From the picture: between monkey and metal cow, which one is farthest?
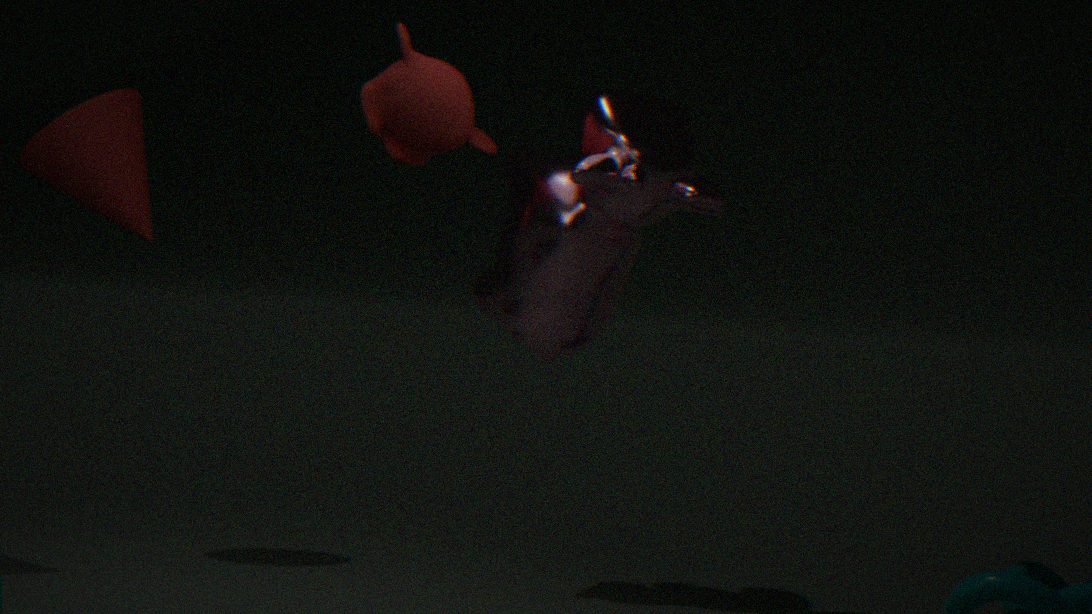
monkey
